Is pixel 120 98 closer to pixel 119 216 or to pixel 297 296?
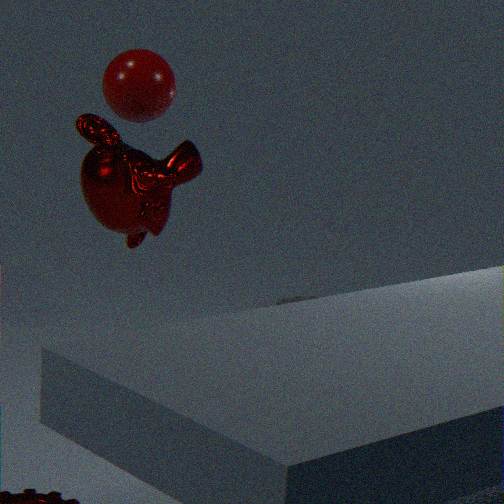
pixel 119 216
